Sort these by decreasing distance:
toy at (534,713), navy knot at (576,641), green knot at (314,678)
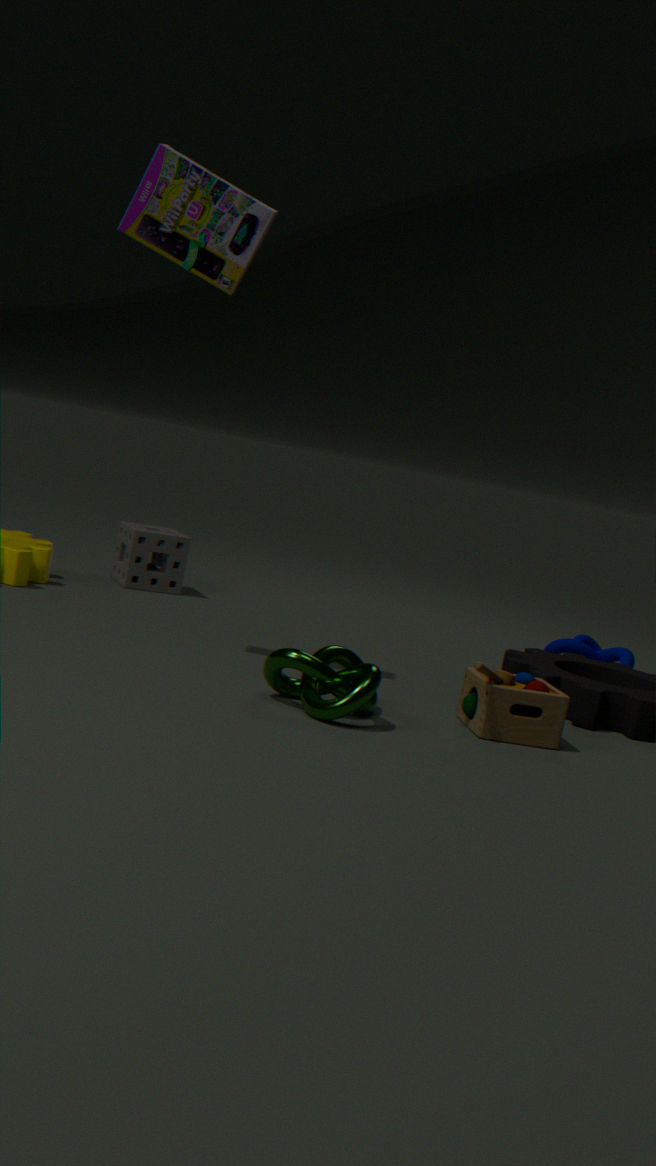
navy knot at (576,641), toy at (534,713), green knot at (314,678)
